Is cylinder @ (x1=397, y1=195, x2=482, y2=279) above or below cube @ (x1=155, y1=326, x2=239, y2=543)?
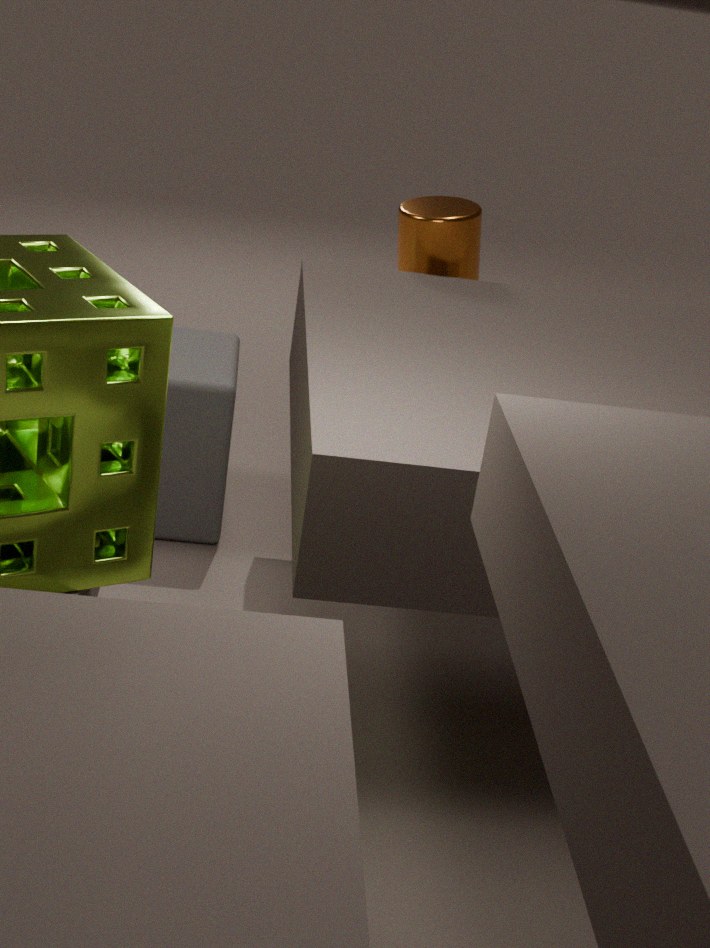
above
